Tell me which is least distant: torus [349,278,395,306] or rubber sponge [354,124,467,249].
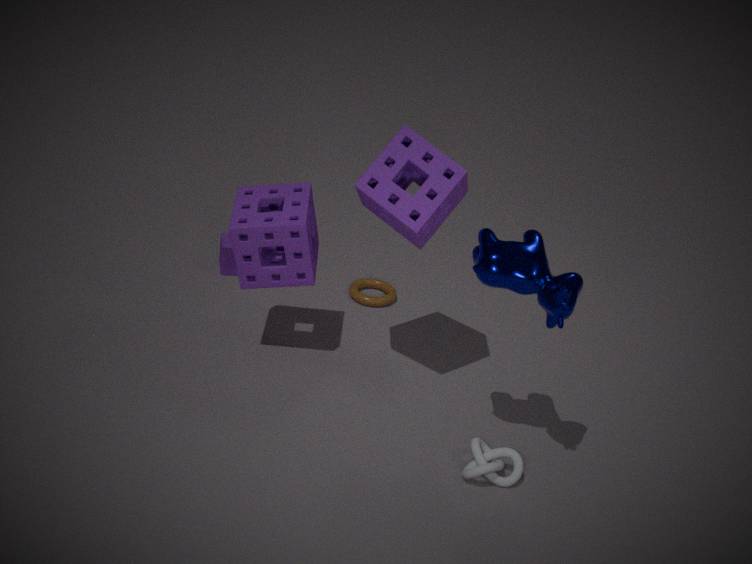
rubber sponge [354,124,467,249]
